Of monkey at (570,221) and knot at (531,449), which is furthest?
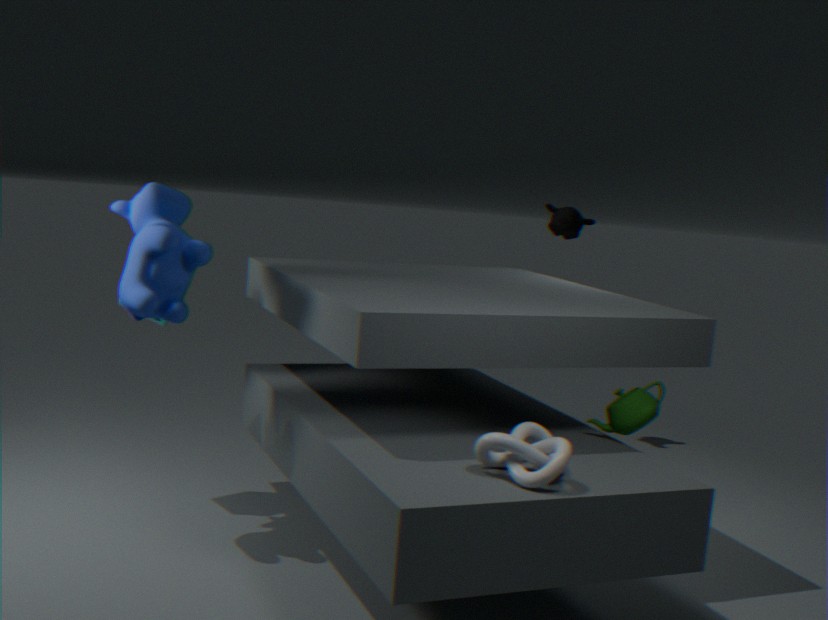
monkey at (570,221)
